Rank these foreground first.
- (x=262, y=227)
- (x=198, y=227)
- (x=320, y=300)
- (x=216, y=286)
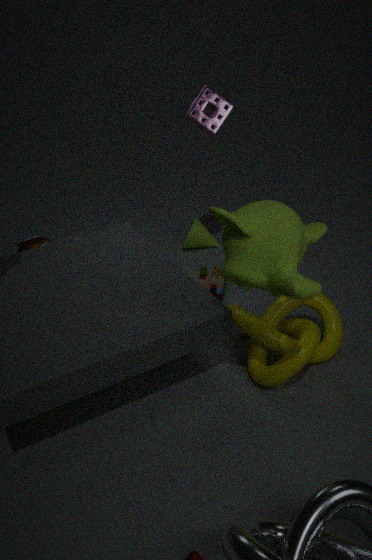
1. (x=262, y=227)
2. (x=320, y=300)
3. (x=216, y=286)
4. (x=198, y=227)
